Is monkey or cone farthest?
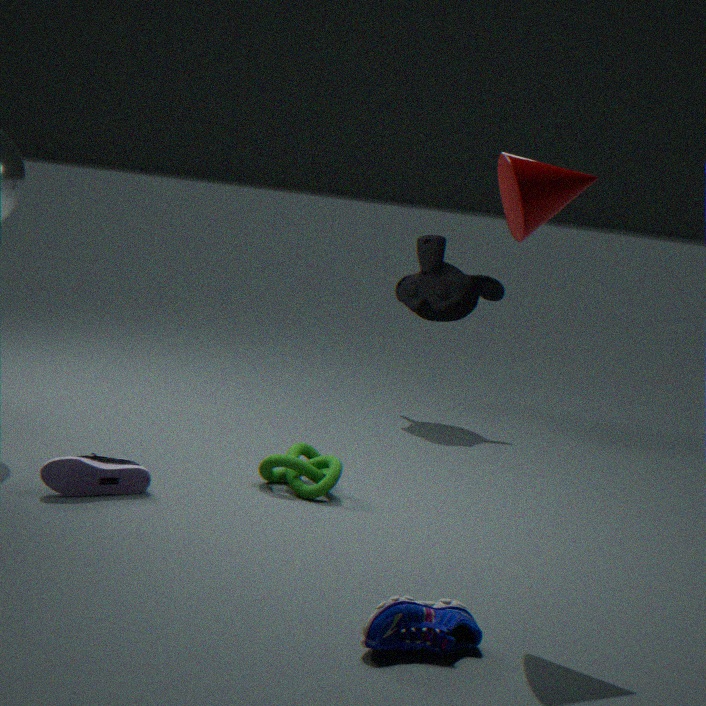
monkey
